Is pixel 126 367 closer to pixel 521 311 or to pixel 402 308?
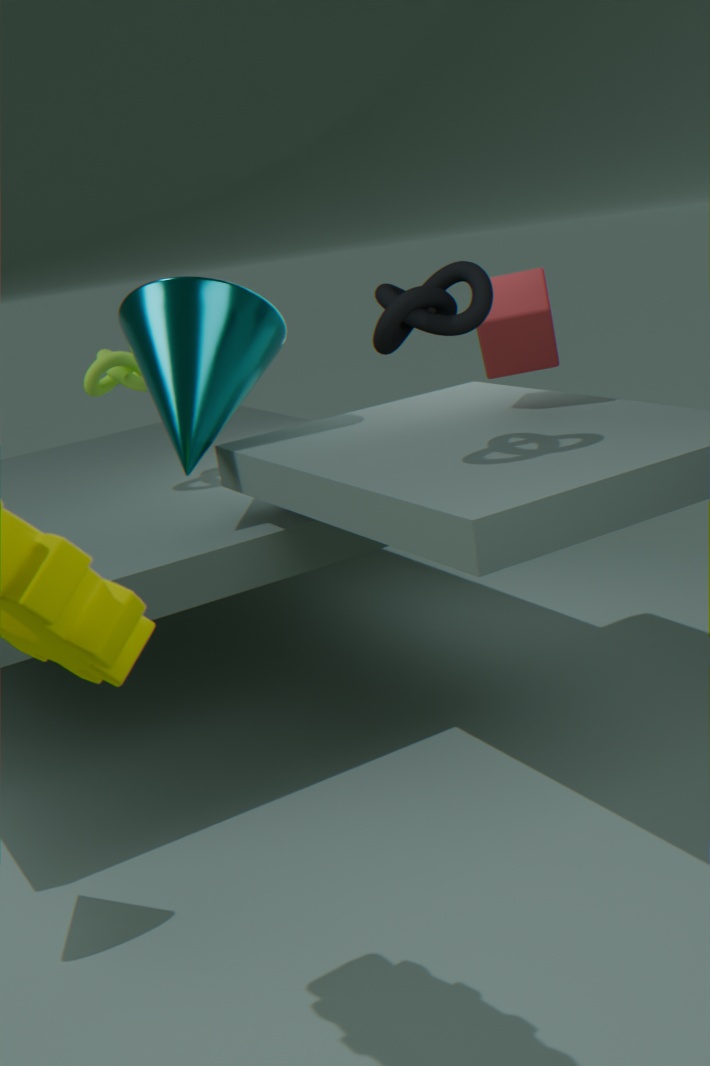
pixel 521 311
